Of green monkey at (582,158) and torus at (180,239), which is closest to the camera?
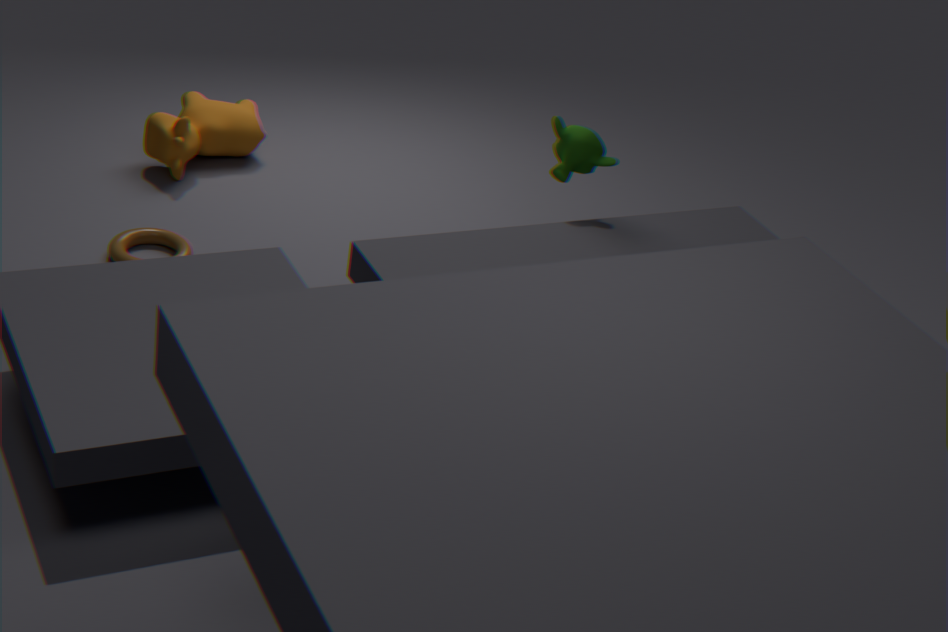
torus at (180,239)
